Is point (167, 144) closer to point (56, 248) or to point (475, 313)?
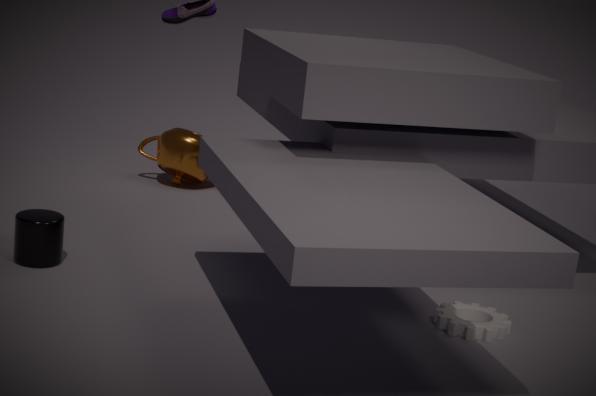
point (56, 248)
